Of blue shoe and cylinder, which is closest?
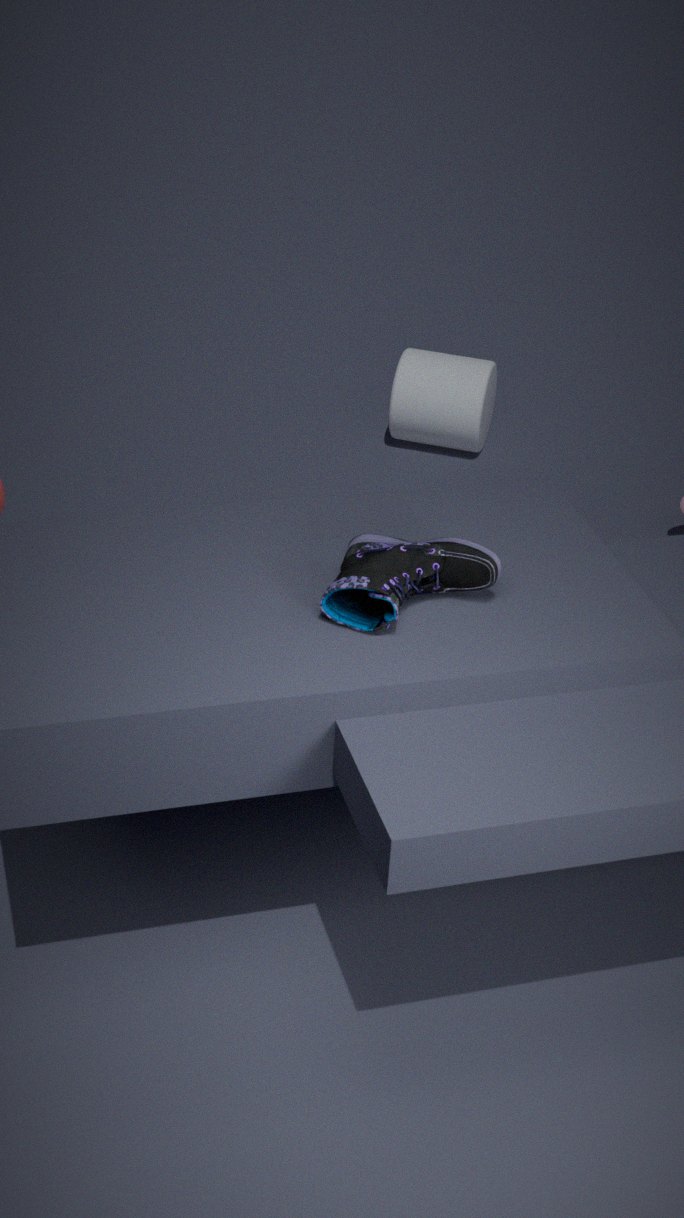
blue shoe
